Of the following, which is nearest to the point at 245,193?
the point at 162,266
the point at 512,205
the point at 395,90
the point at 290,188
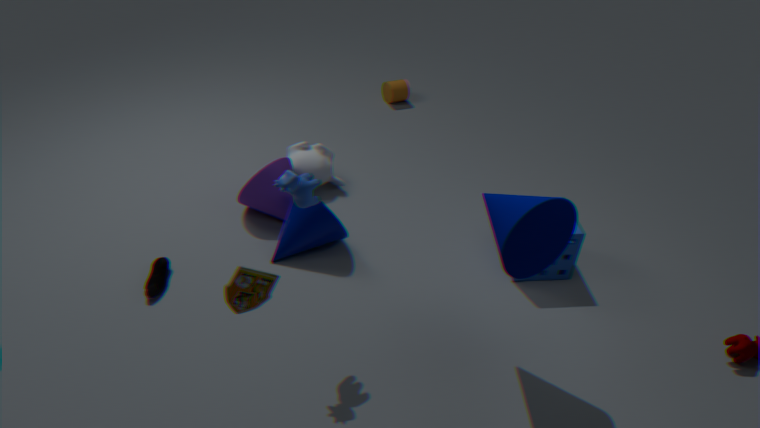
the point at 162,266
